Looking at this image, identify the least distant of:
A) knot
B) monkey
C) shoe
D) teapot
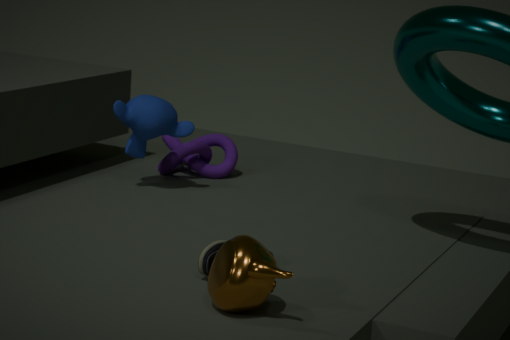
teapot
